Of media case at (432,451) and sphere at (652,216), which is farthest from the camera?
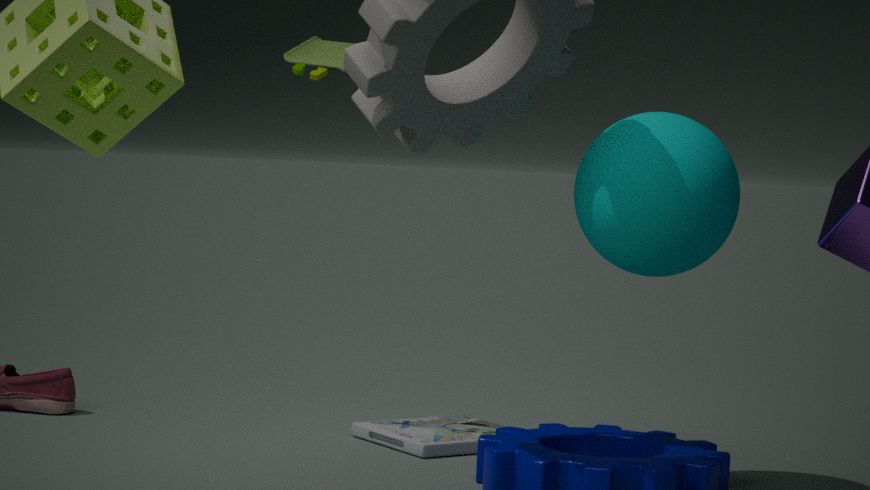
media case at (432,451)
